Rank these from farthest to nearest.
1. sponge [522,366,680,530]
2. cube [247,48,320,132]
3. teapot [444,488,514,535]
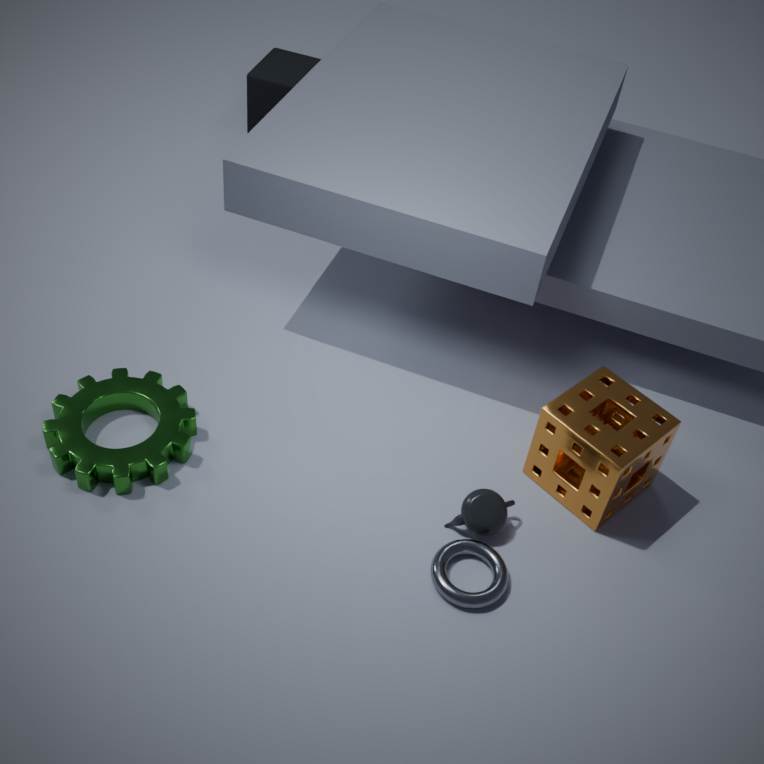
cube [247,48,320,132] < teapot [444,488,514,535] < sponge [522,366,680,530]
